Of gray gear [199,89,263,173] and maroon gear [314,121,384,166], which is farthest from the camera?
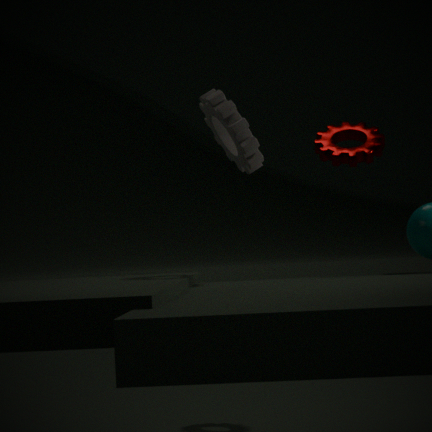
maroon gear [314,121,384,166]
